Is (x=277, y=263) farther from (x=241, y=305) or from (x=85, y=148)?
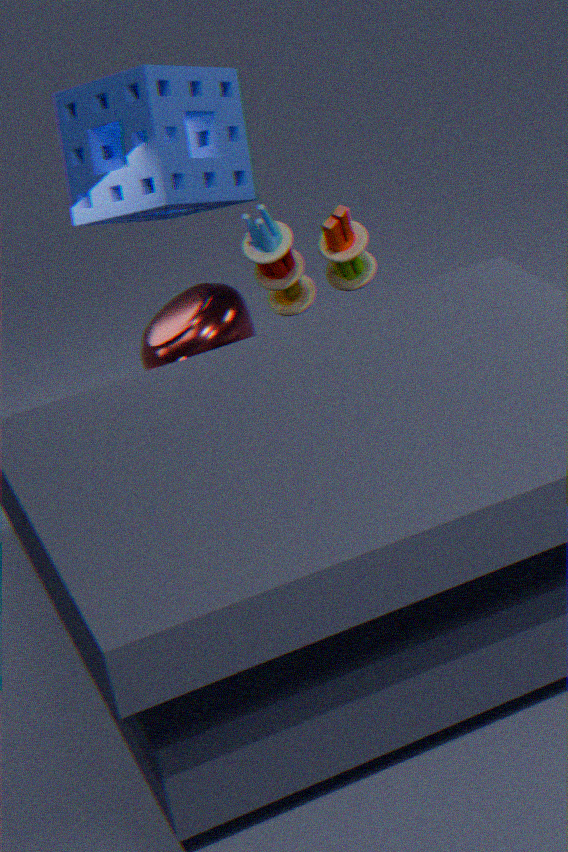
(x=85, y=148)
